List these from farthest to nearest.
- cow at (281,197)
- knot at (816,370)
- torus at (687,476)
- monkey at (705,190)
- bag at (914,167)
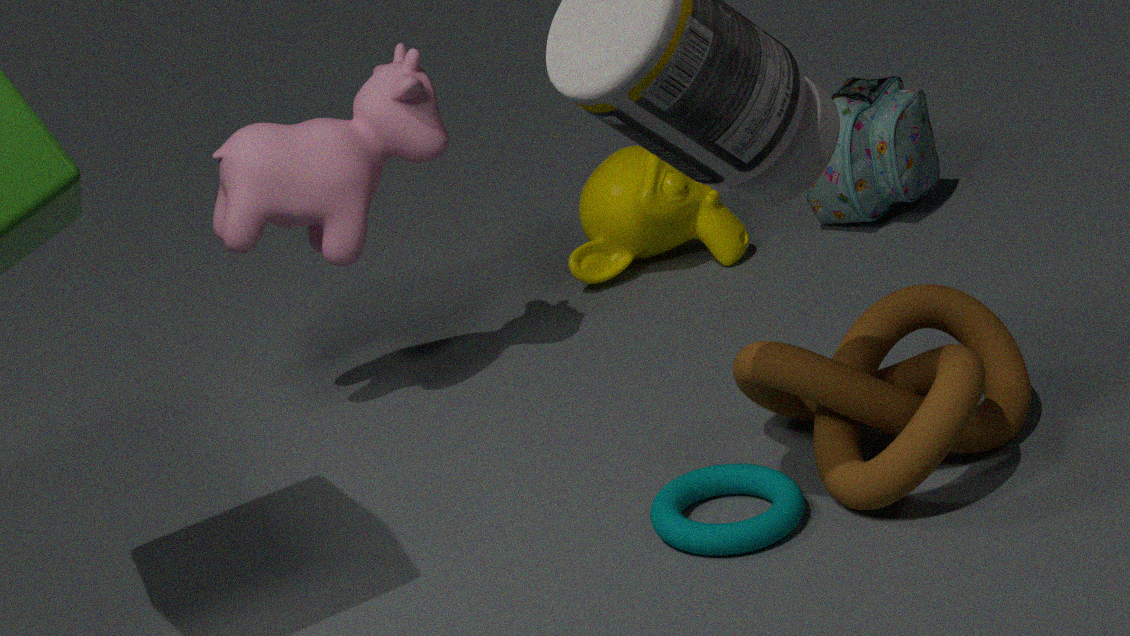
1. bag at (914,167)
2. monkey at (705,190)
3. cow at (281,197)
4. torus at (687,476)
5. knot at (816,370)
